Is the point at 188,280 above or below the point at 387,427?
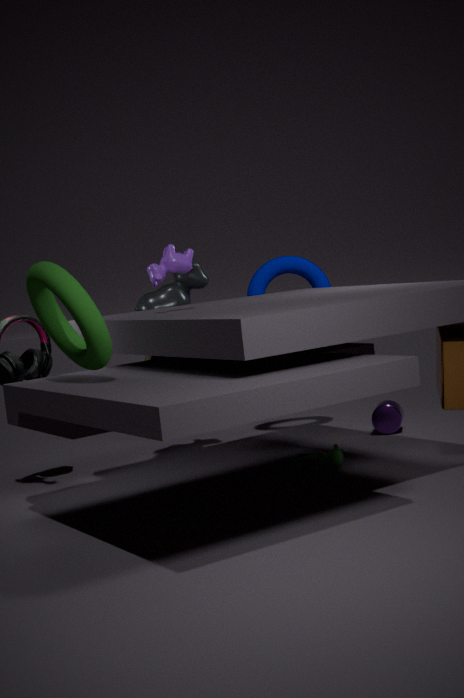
above
